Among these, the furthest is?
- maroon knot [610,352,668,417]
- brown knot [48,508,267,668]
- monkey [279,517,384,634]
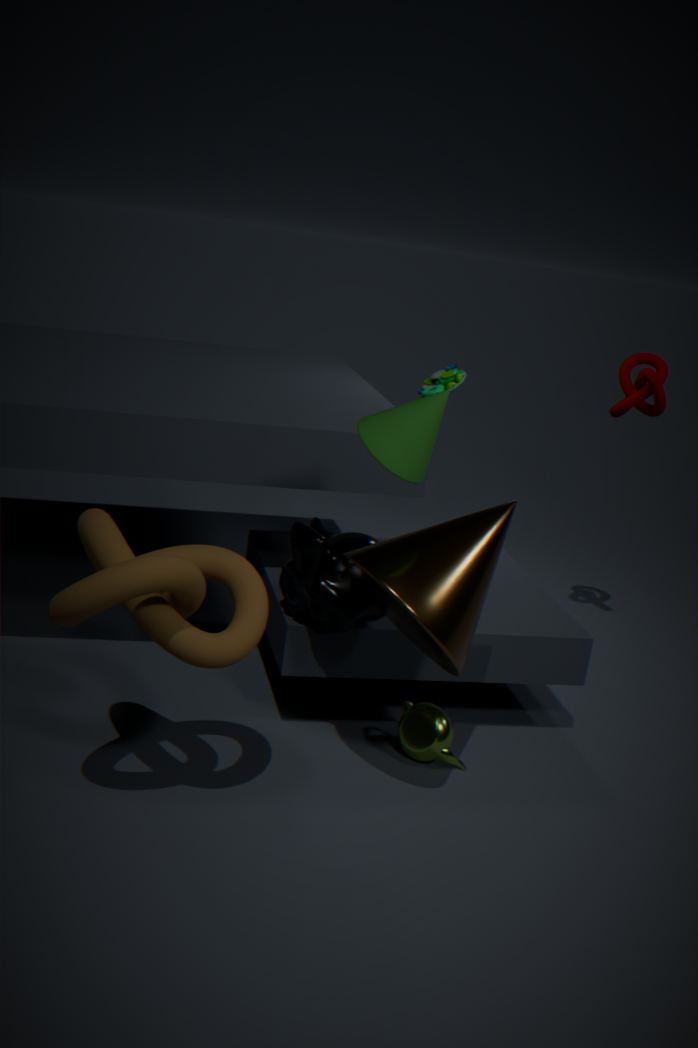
maroon knot [610,352,668,417]
